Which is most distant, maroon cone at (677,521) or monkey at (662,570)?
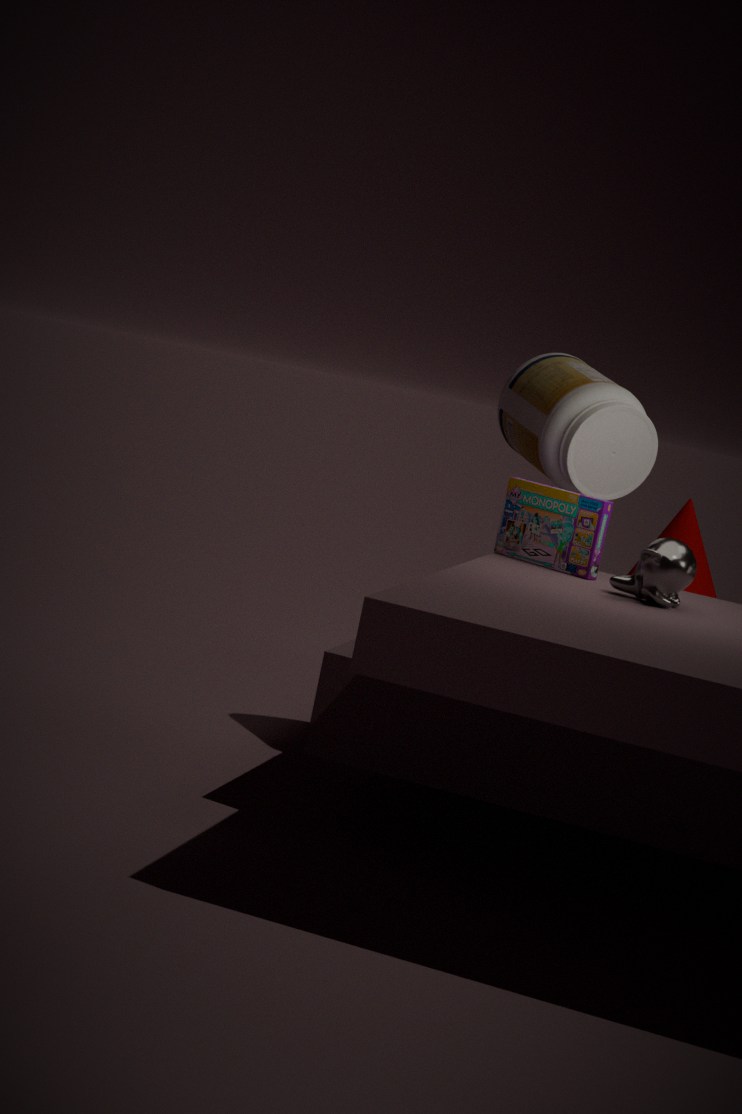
maroon cone at (677,521)
